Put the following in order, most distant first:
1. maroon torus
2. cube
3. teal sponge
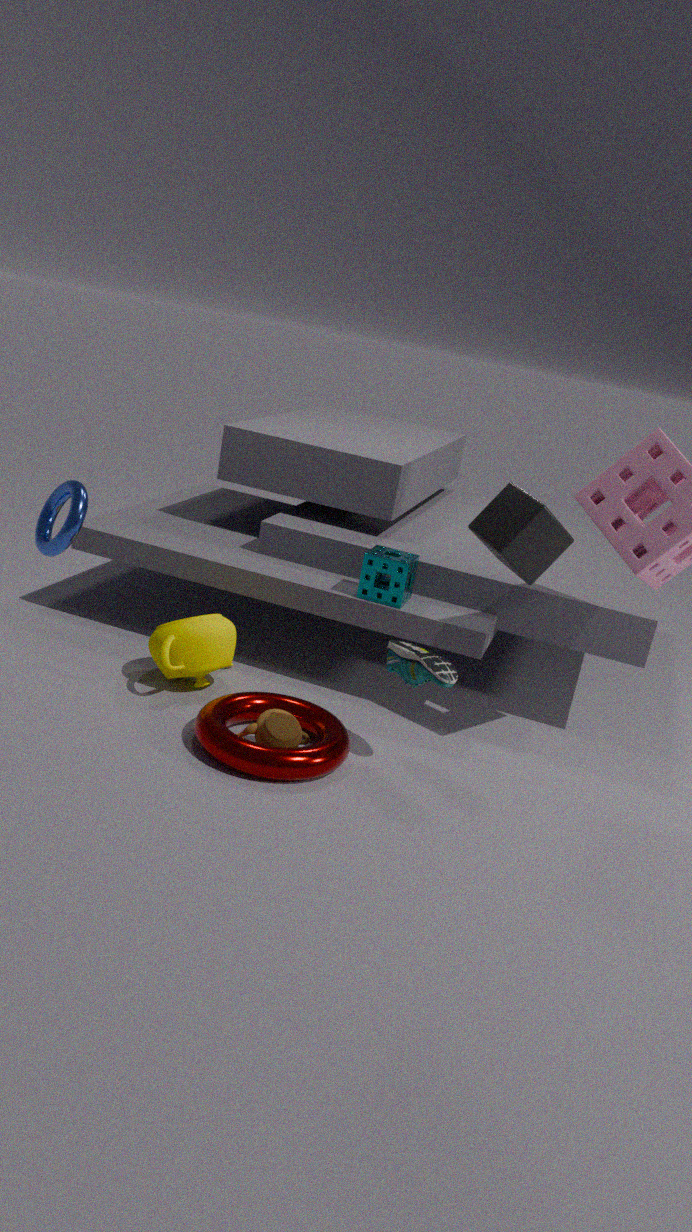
teal sponge < maroon torus < cube
